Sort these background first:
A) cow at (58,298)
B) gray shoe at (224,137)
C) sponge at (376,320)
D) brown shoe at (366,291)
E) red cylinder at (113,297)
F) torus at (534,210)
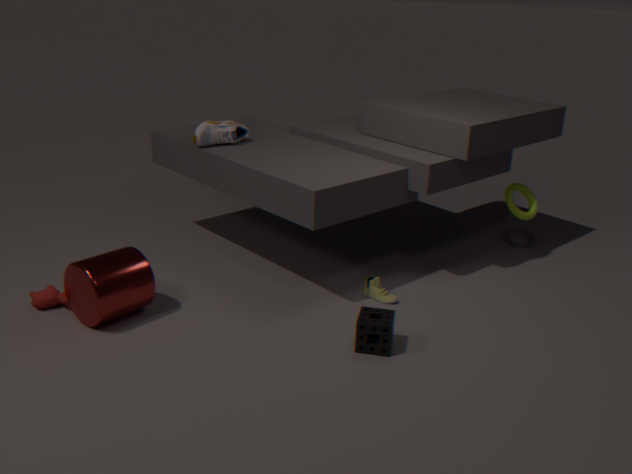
torus at (534,210) < gray shoe at (224,137) < brown shoe at (366,291) < cow at (58,298) < red cylinder at (113,297) < sponge at (376,320)
